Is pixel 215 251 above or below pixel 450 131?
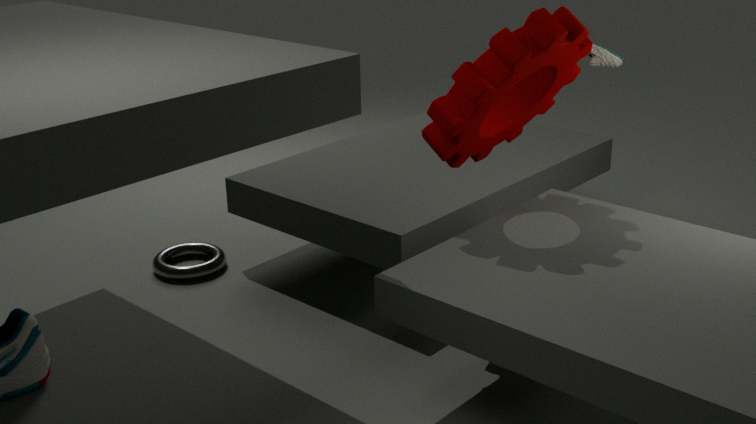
below
